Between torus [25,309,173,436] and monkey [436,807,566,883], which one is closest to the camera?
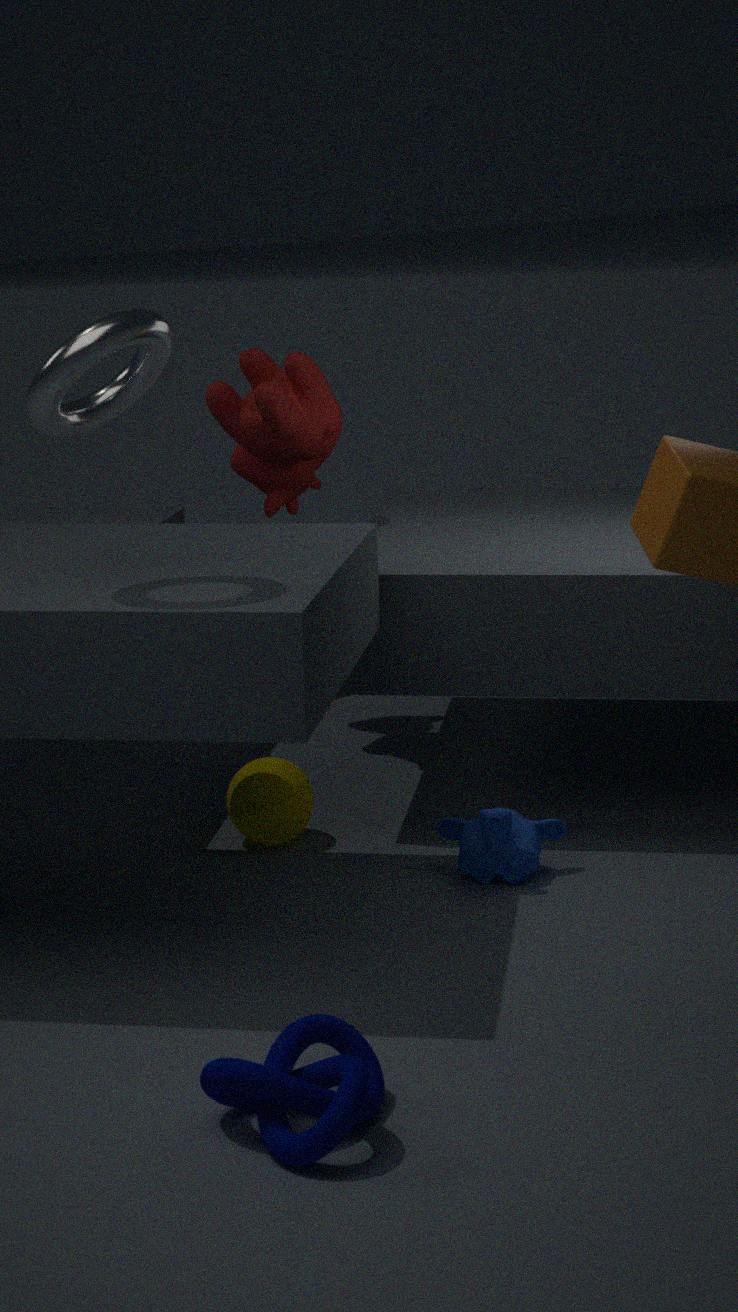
torus [25,309,173,436]
